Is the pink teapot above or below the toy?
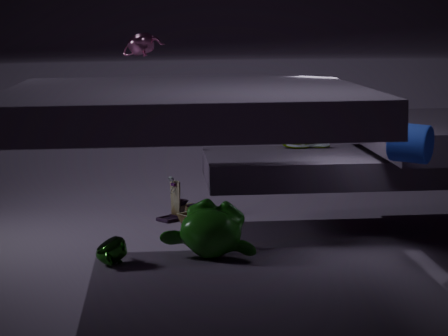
above
